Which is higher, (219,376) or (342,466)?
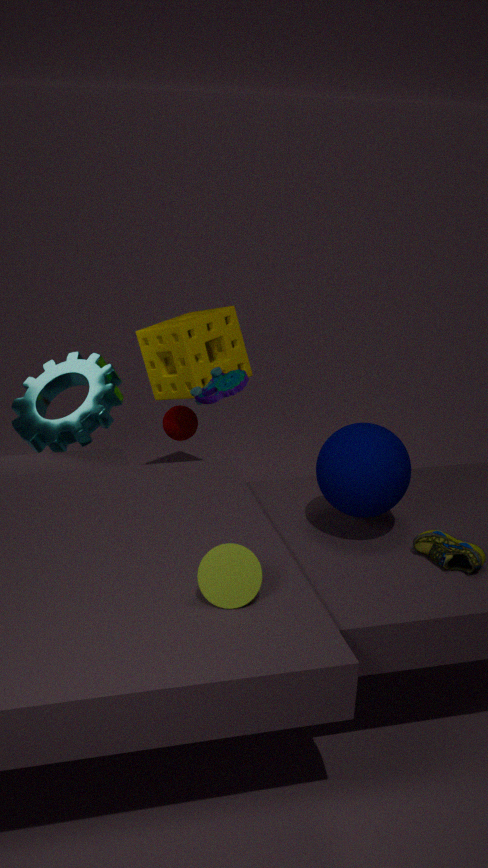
(219,376)
